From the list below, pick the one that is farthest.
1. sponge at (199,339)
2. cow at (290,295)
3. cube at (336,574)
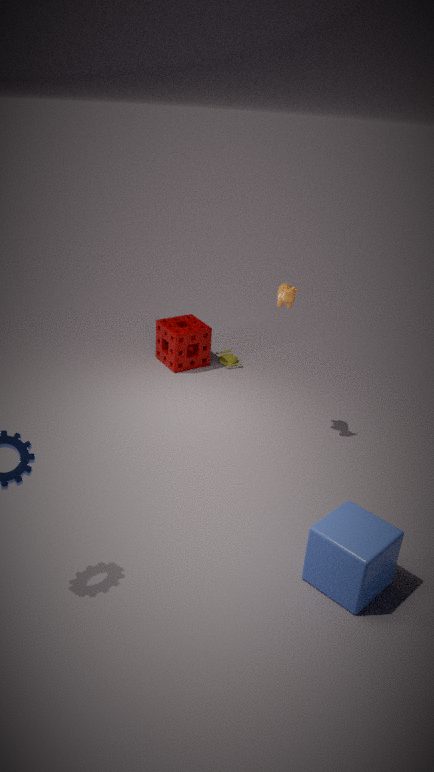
sponge at (199,339)
